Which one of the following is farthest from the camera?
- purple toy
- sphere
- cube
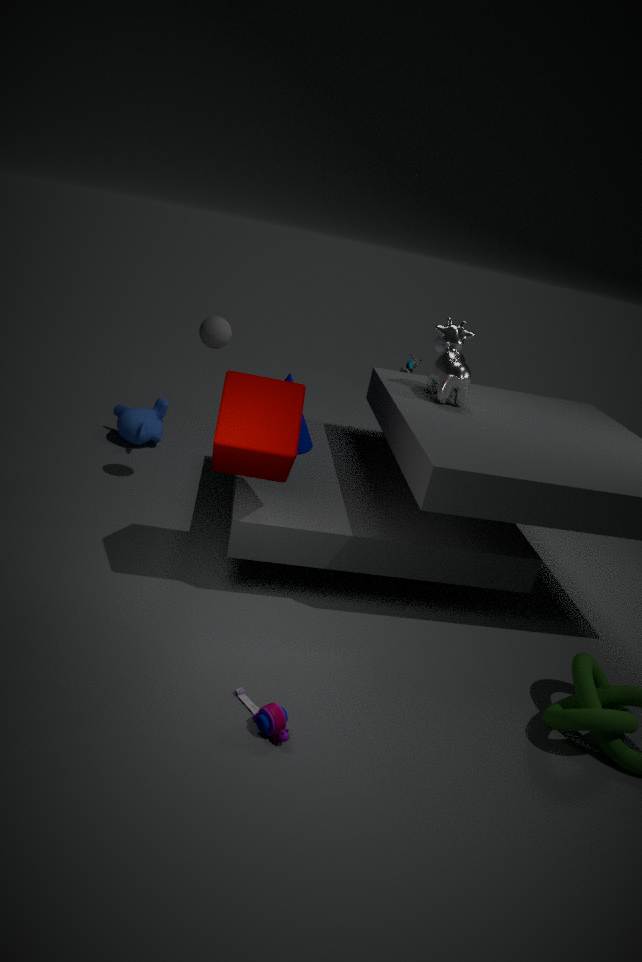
sphere
